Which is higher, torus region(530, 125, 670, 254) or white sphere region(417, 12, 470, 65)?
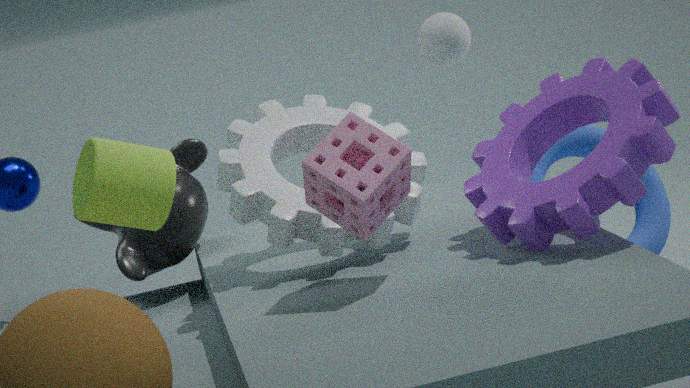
white sphere region(417, 12, 470, 65)
